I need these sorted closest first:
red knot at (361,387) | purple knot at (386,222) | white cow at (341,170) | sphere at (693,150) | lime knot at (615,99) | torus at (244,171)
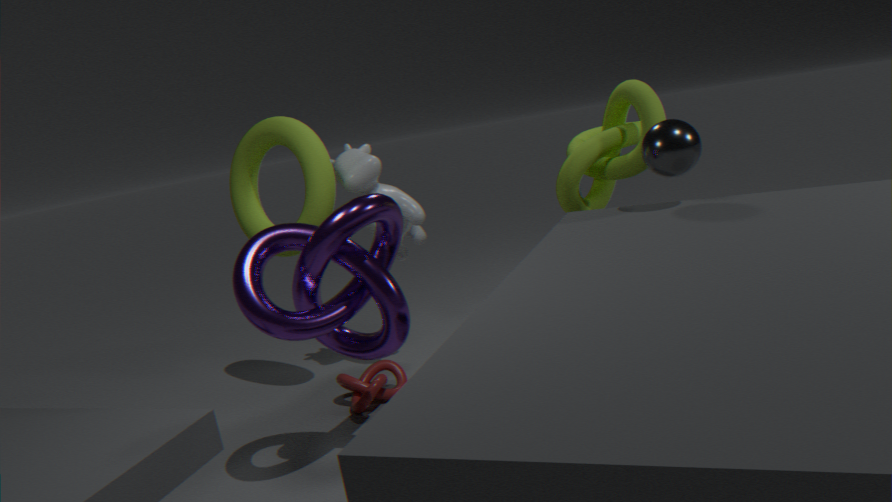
purple knot at (386,222)
sphere at (693,150)
lime knot at (615,99)
red knot at (361,387)
torus at (244,171)
white cow at (341,170)
